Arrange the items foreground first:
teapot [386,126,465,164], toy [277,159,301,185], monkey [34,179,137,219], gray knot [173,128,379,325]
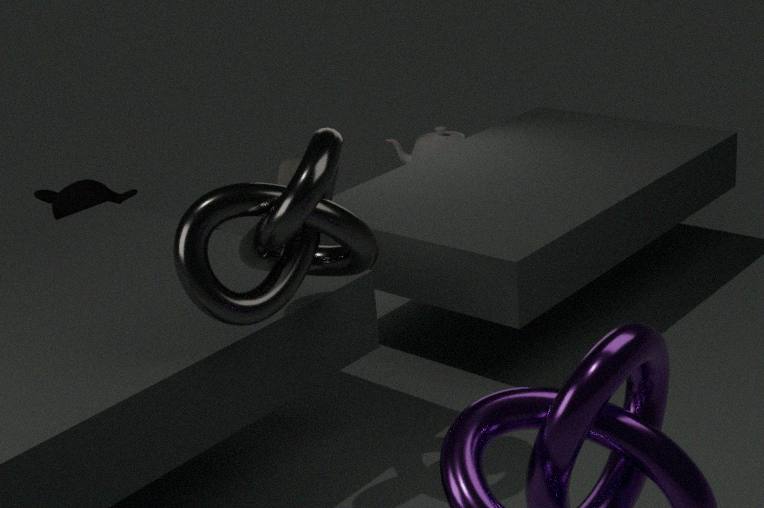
gray knot [173,128,379,325] → toy [277,159,301,185] → monkey [34,179,137,219] → teapot [386,126,465,164]
